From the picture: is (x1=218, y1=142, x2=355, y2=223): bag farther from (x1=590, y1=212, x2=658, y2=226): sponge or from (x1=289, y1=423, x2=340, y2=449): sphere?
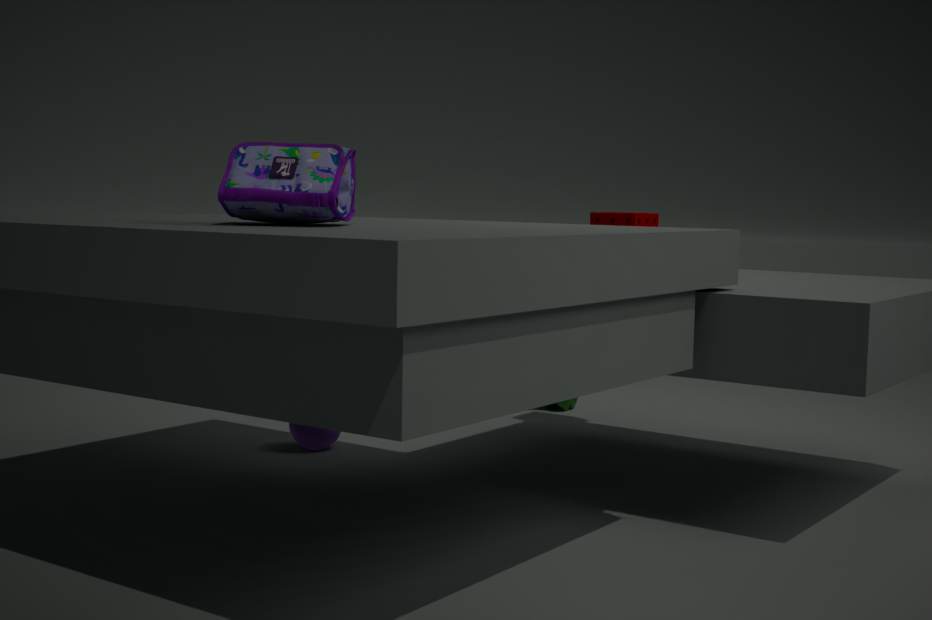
(x1=590, y1=212, x2=658, y2=226): sponge
